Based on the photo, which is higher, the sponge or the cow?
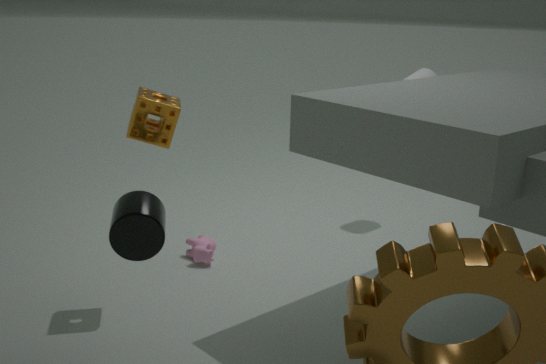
the sponge
